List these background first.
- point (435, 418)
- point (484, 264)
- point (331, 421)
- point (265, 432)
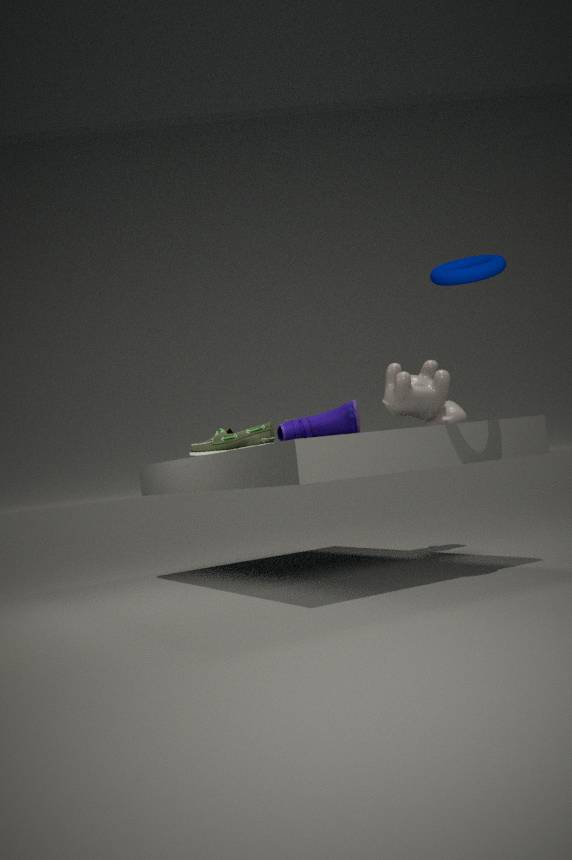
point (435, 418)
point (265, 432)
point (331, 421)
point (484, 264)
